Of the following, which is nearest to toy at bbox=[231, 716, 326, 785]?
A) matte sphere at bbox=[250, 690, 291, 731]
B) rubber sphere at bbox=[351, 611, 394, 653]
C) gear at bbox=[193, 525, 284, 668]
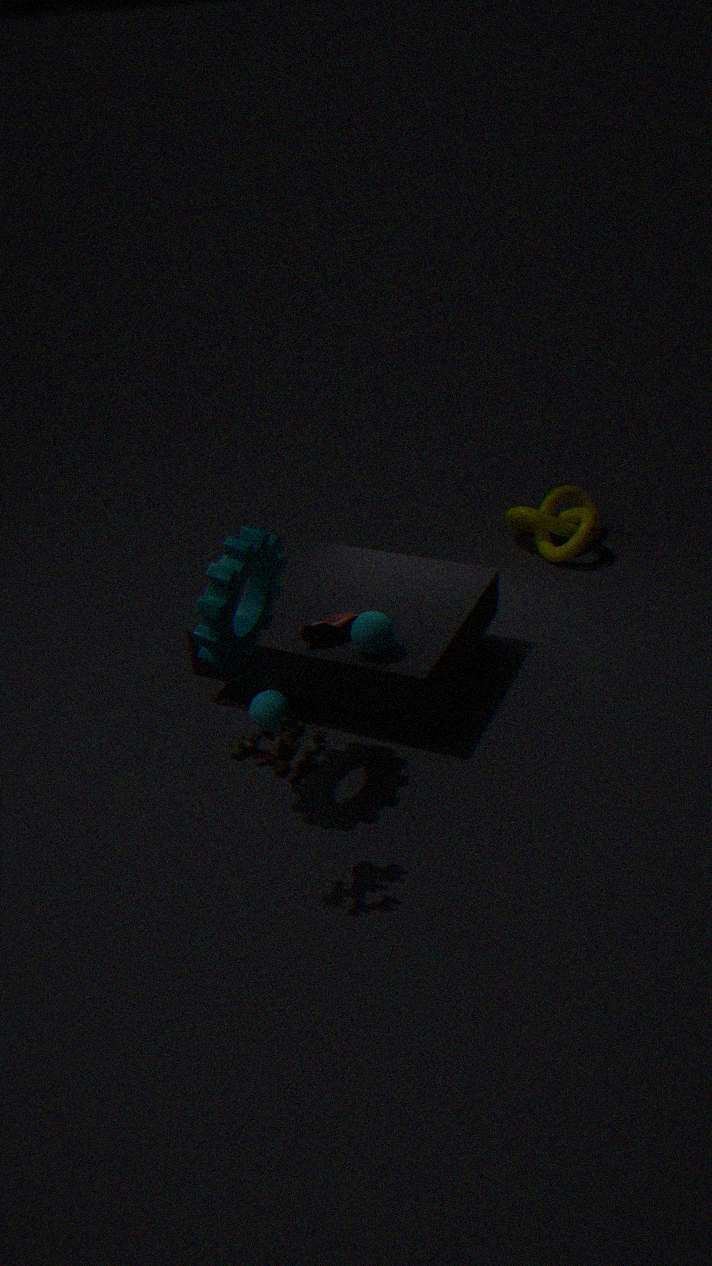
gear at bbox=[193, 525, 284, 668]
